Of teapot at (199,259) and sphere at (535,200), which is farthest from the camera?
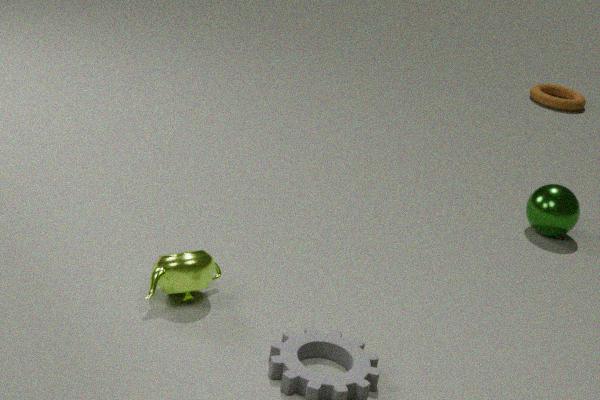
sphere at (535,200)
